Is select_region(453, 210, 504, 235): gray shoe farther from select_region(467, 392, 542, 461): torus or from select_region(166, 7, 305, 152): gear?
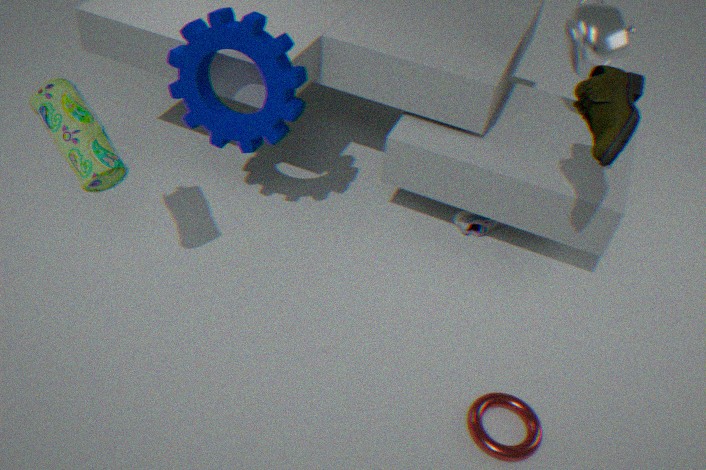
select_region(166, 7, 305, 152): gear
